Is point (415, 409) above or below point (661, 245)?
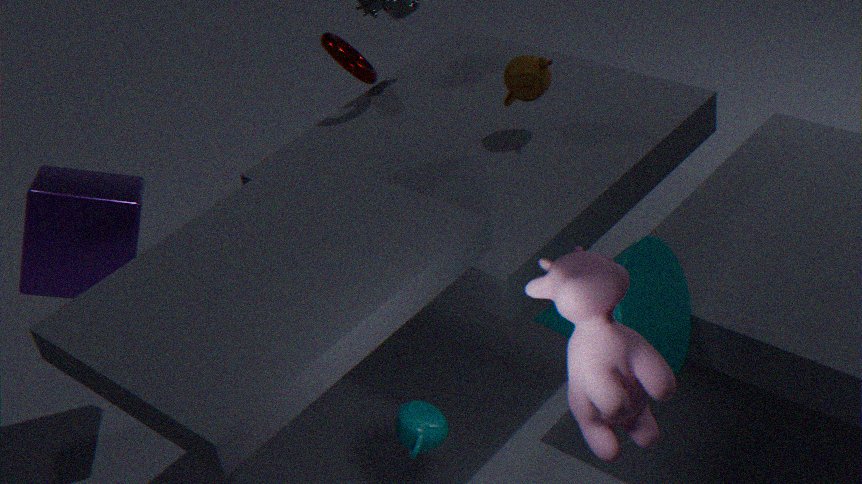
below
